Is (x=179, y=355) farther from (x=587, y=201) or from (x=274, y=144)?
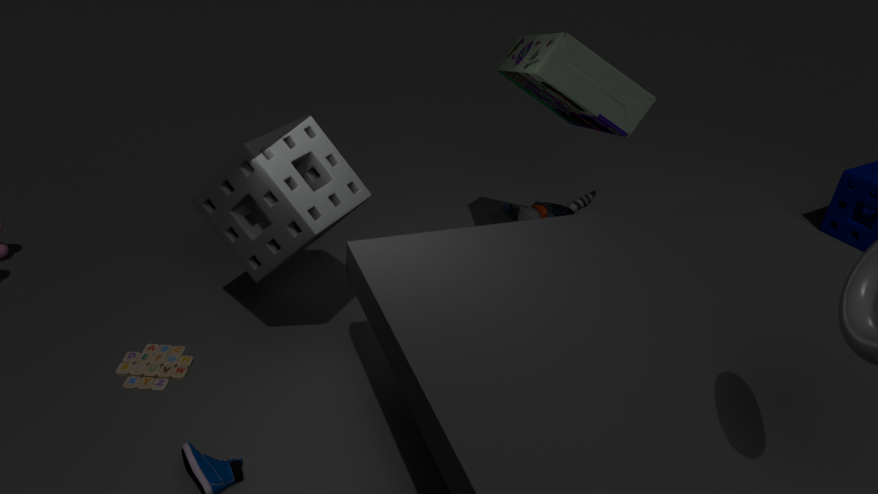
(x=587, y=201)
